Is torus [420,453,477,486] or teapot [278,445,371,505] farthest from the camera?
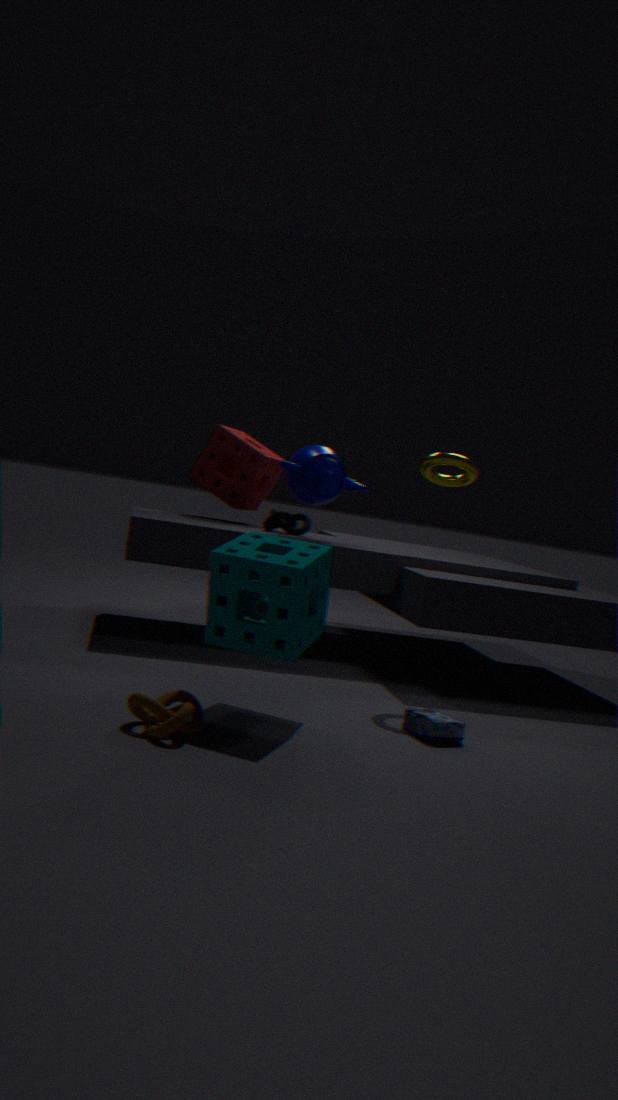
teapot [278,445,371,505]
